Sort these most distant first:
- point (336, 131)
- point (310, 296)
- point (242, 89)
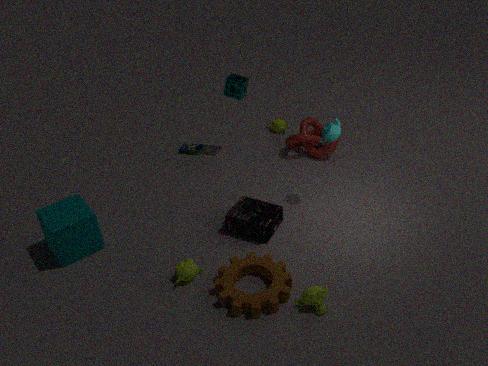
point (242, 89) → point (336, 131) → point (310, 296)
